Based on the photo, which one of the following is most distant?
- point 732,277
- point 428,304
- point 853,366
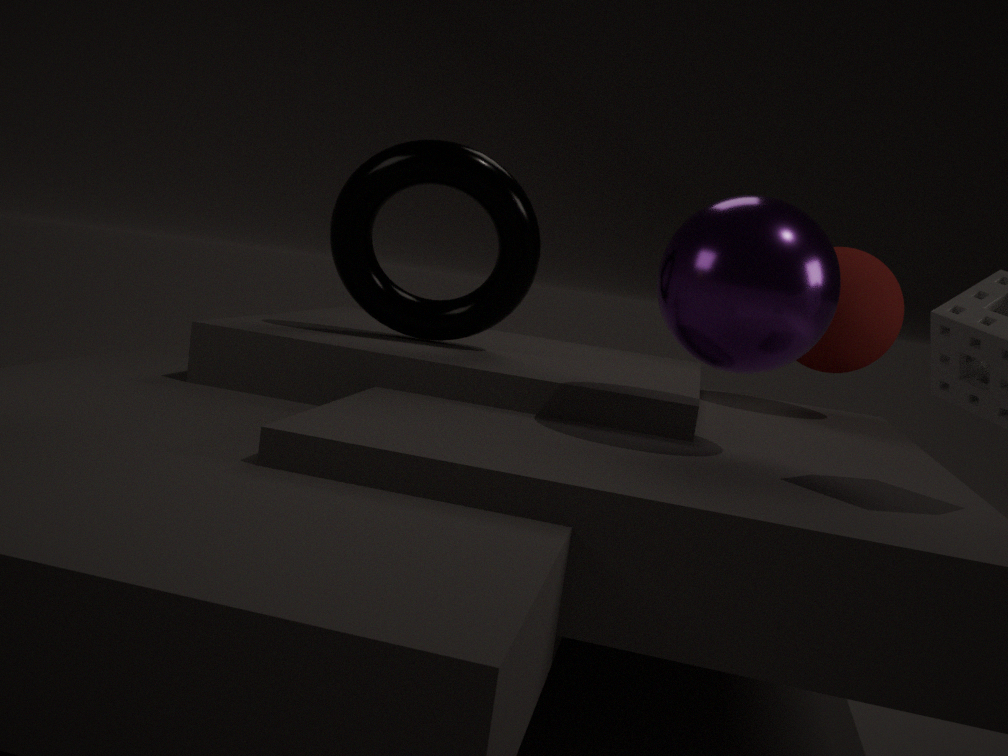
point 853,366
